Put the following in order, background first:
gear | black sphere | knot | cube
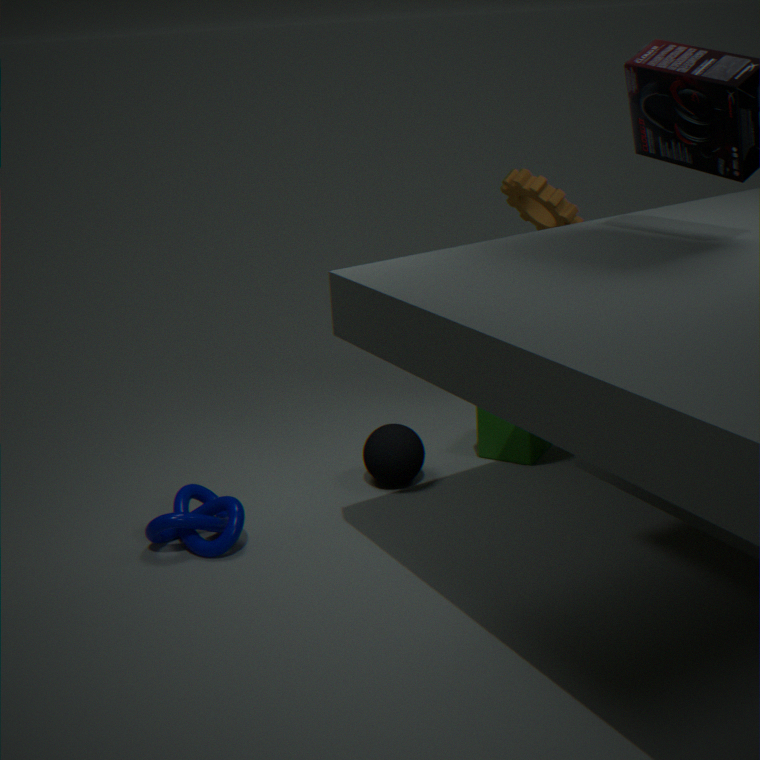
1. cube
2. gear
3. black sphere
4. knot
